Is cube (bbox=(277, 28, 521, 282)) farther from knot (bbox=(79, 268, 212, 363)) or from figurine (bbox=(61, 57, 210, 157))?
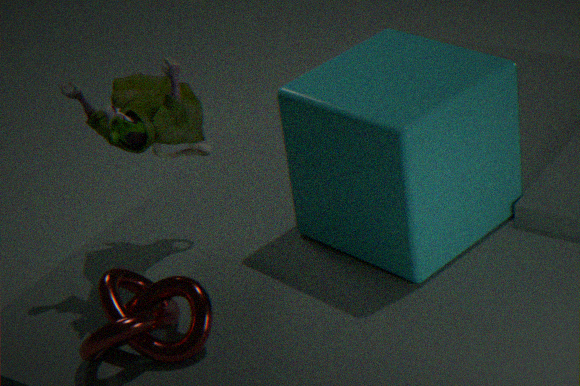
knot (bbox=(79, 268, 212, 363))
